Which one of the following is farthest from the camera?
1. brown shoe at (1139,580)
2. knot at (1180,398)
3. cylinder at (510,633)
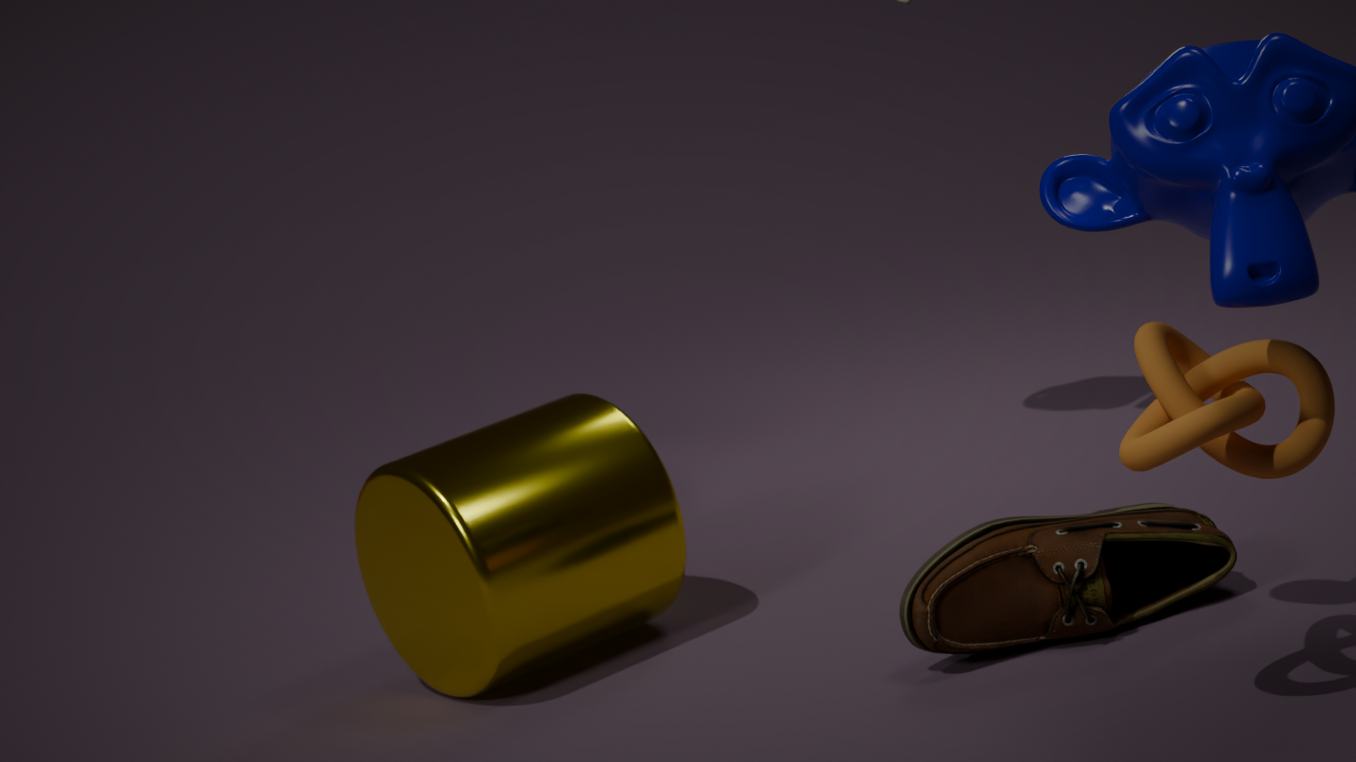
cylinder at (510,633)
